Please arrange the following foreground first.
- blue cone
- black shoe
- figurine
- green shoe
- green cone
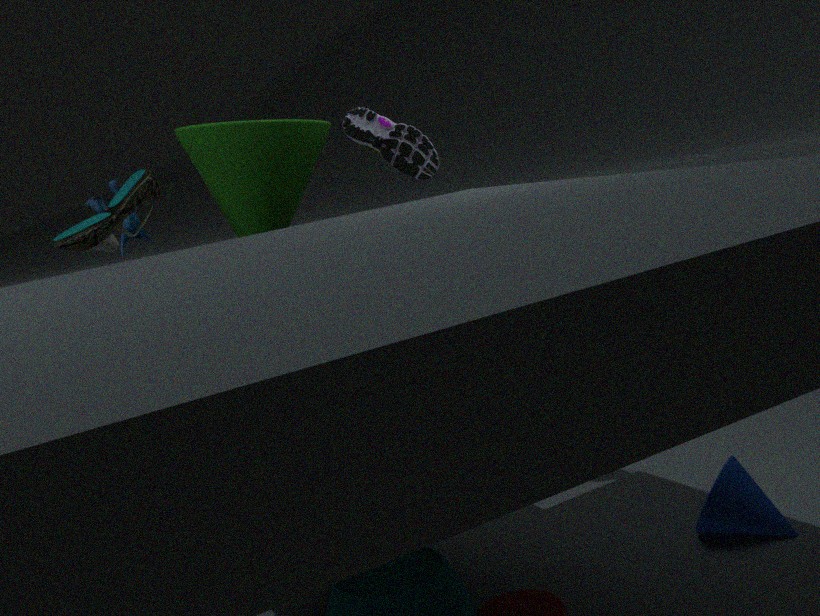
blue cone < green shoe < green cone < black shoe < figurine
